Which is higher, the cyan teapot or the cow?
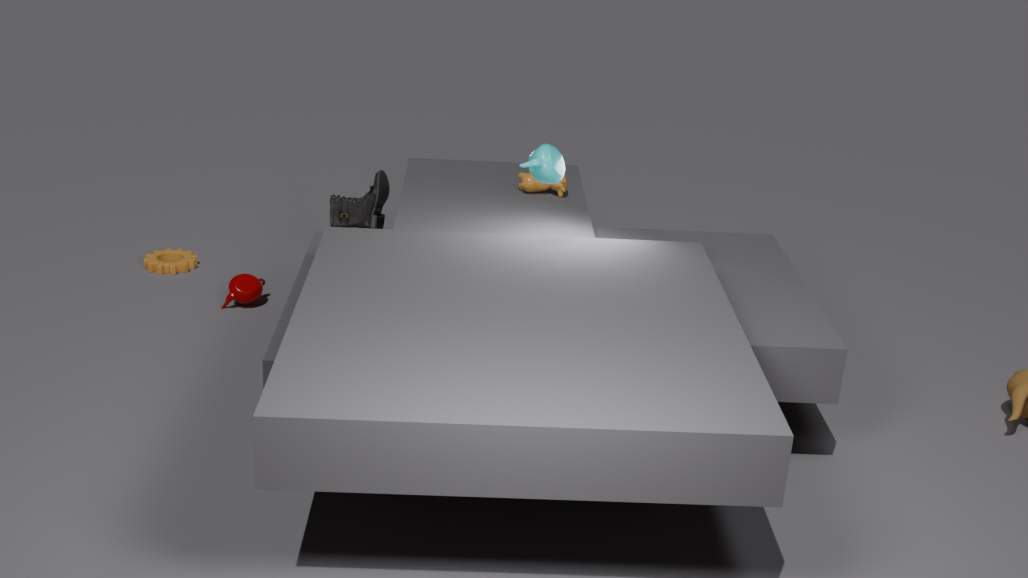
the cyan teapot
